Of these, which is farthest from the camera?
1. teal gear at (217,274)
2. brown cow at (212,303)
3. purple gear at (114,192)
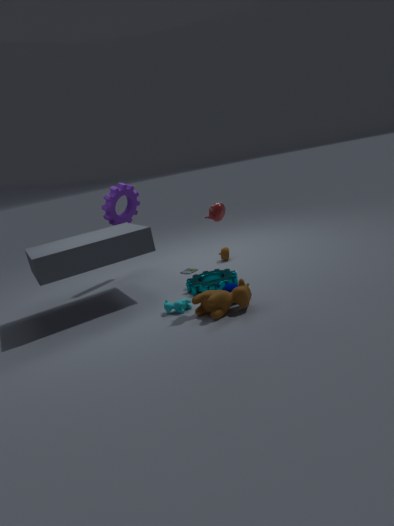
purple gear at (114,192)
